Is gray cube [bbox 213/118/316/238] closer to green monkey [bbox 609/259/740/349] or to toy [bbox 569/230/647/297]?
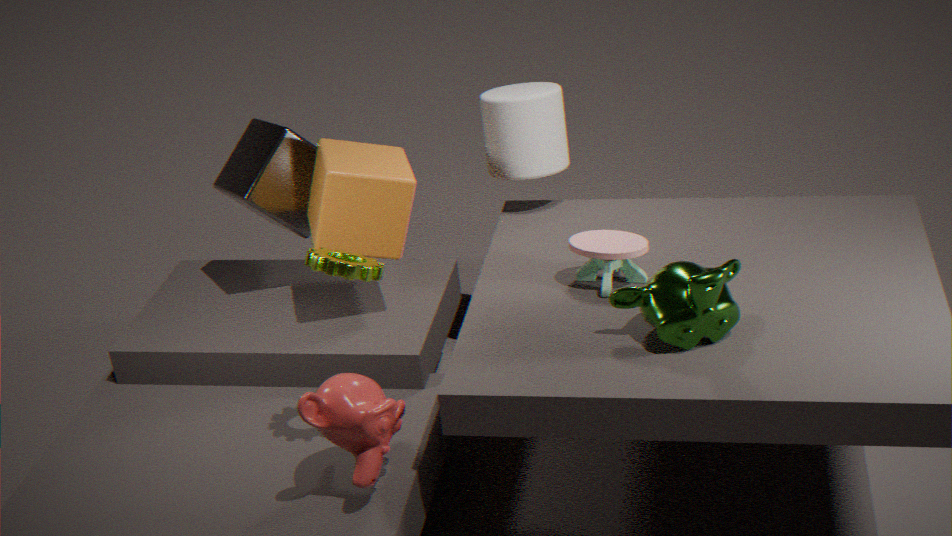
toy [bbox 569/230/647/297]
